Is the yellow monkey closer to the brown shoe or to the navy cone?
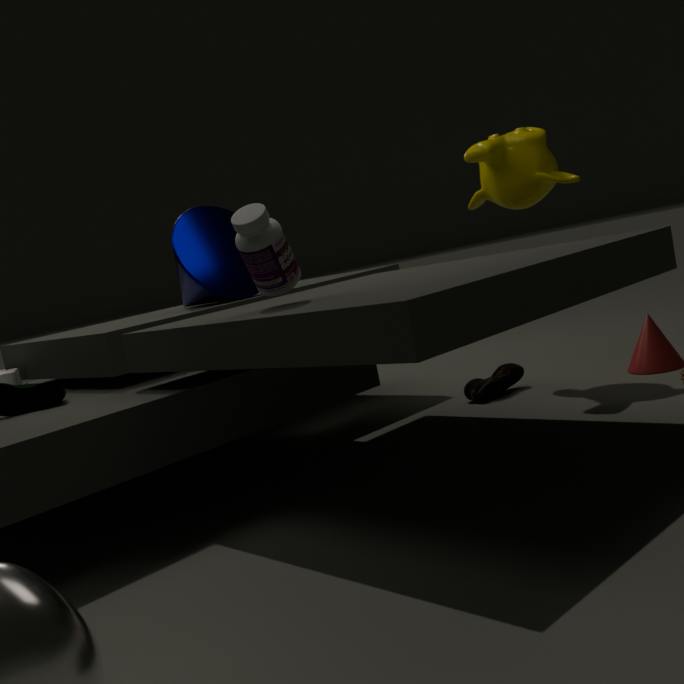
the brown shoe
